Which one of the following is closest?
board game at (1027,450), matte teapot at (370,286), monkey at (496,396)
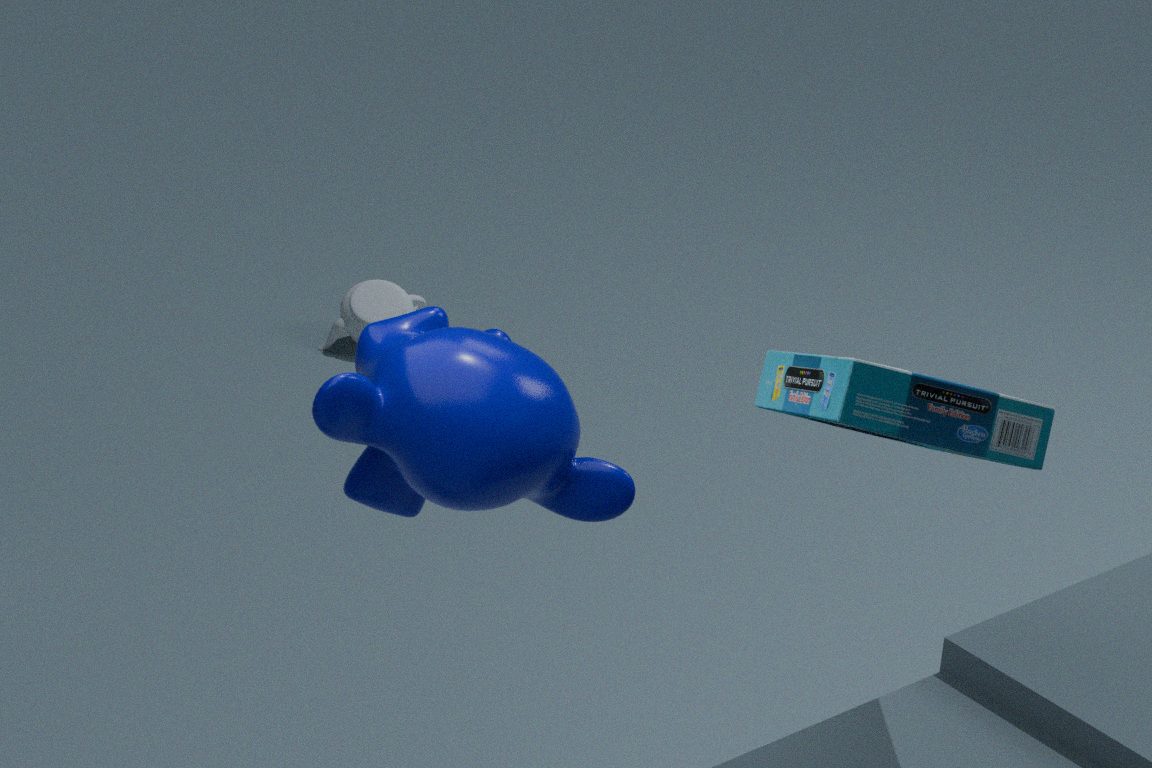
board game at (1027,450)
